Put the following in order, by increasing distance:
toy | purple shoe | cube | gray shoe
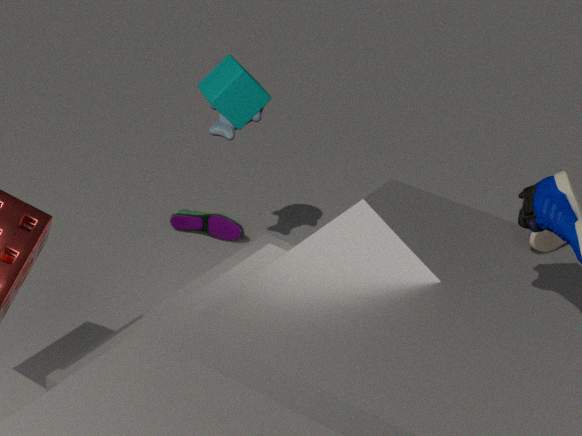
gray shoe → cube → toy → purple shoe
